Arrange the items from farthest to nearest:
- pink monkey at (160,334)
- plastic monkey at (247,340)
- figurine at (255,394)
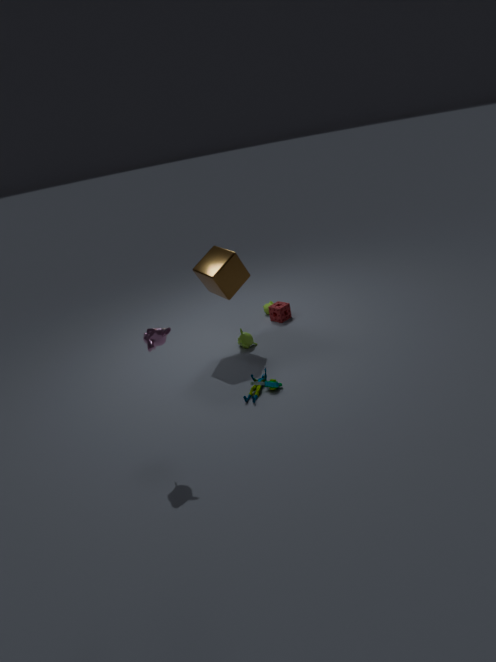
1. plastic monkey at (247,340)
2. figurine at (255,394)
3. pink monkey at (160,334)
